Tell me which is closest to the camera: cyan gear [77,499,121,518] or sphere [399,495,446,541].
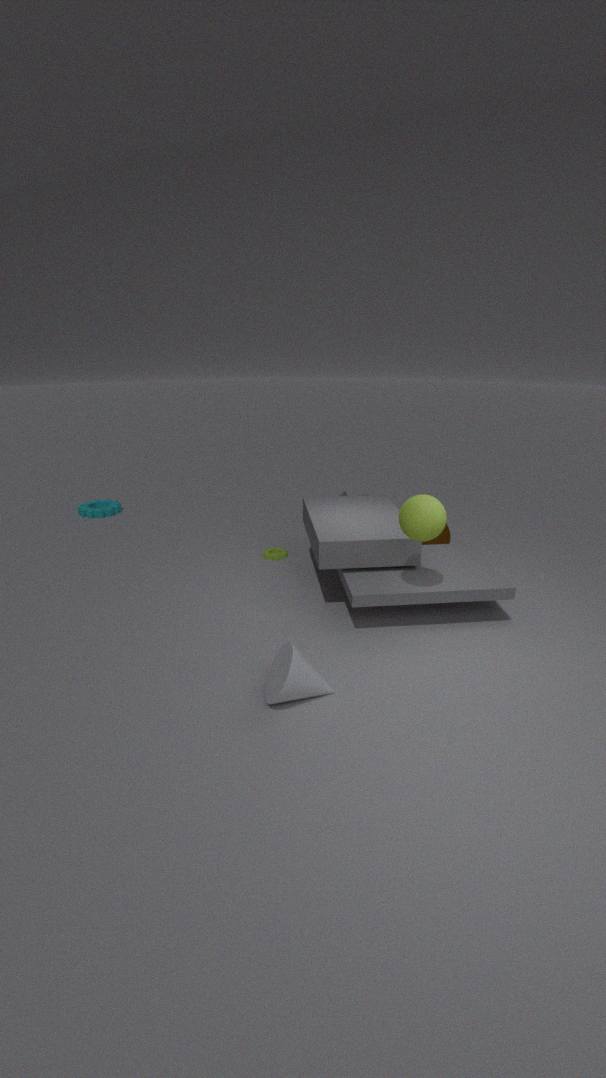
sphere [399,495,446,541]
